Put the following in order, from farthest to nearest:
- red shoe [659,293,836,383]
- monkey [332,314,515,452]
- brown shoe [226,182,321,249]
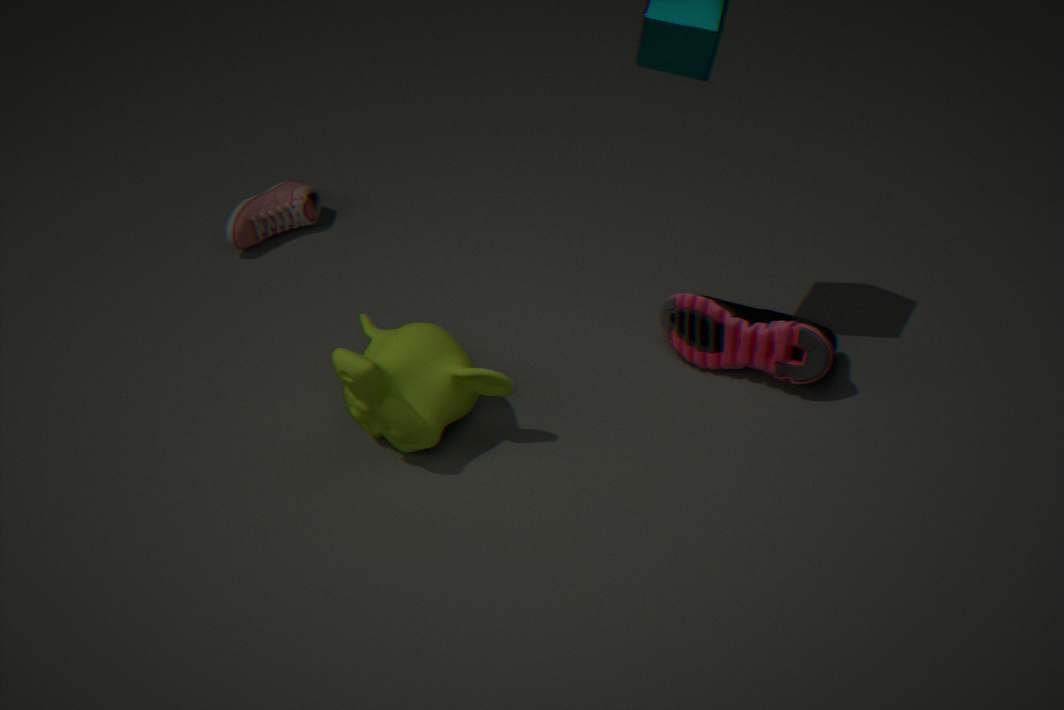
brown shoe [226,182,321,249], red shoe [659,293,836,383], monkey [332,314,515,452]
